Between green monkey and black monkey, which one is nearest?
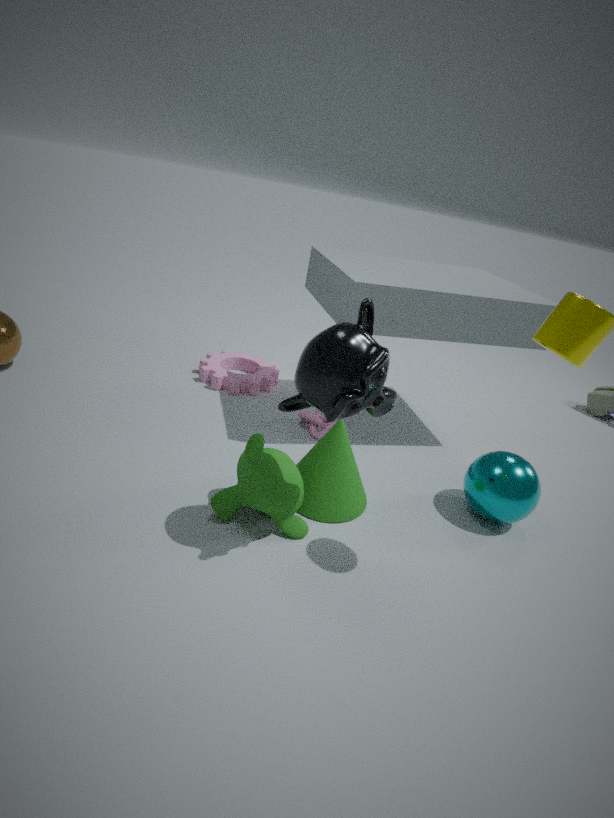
black monkey
